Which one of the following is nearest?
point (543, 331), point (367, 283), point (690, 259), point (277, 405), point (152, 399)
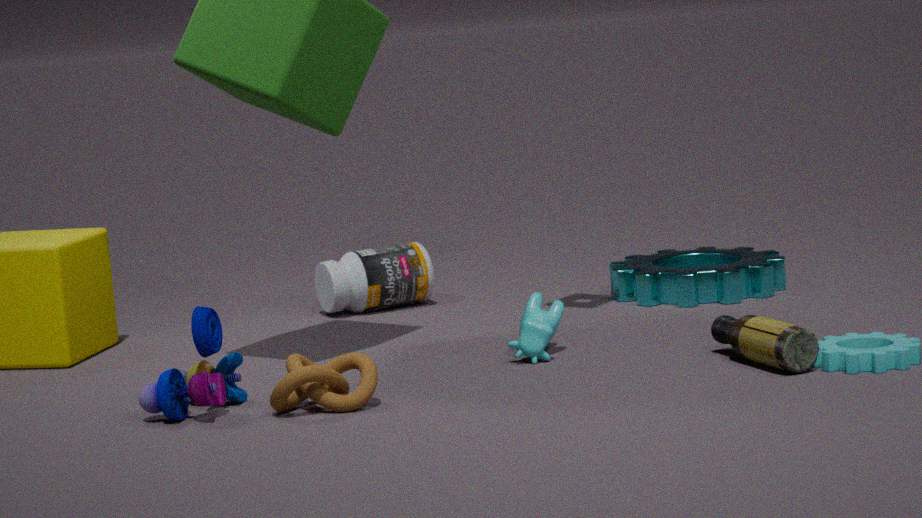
point (277, 405)
